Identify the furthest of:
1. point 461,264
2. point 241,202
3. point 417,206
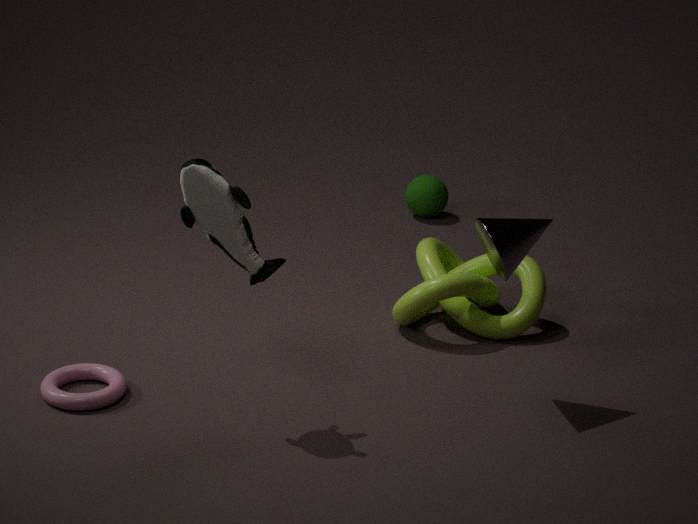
point 417,206
